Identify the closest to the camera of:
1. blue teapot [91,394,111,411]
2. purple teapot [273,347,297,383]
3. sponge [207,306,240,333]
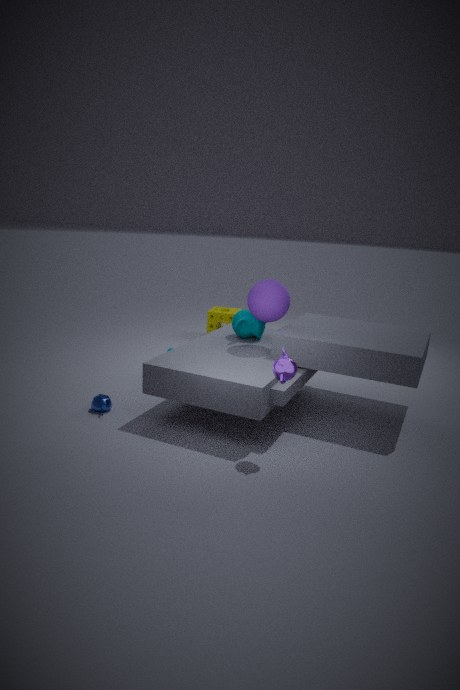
purple teapot [273,347,297,383]
